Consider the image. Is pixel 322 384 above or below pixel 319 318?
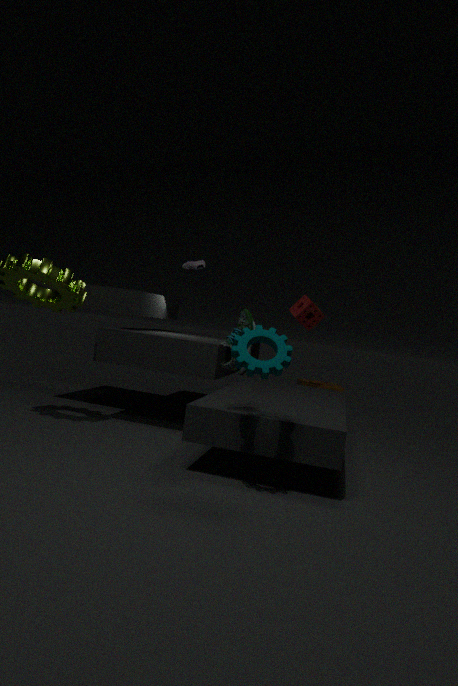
below
